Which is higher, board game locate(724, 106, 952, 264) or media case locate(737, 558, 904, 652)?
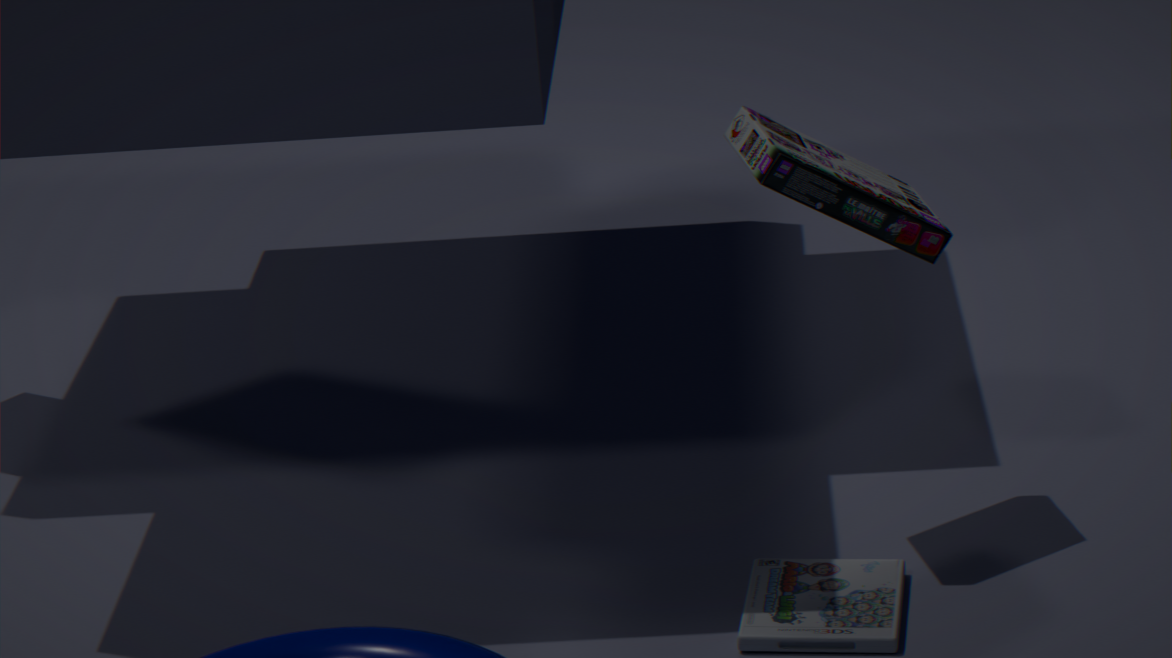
board game locate(724, 106, 952, 264)
